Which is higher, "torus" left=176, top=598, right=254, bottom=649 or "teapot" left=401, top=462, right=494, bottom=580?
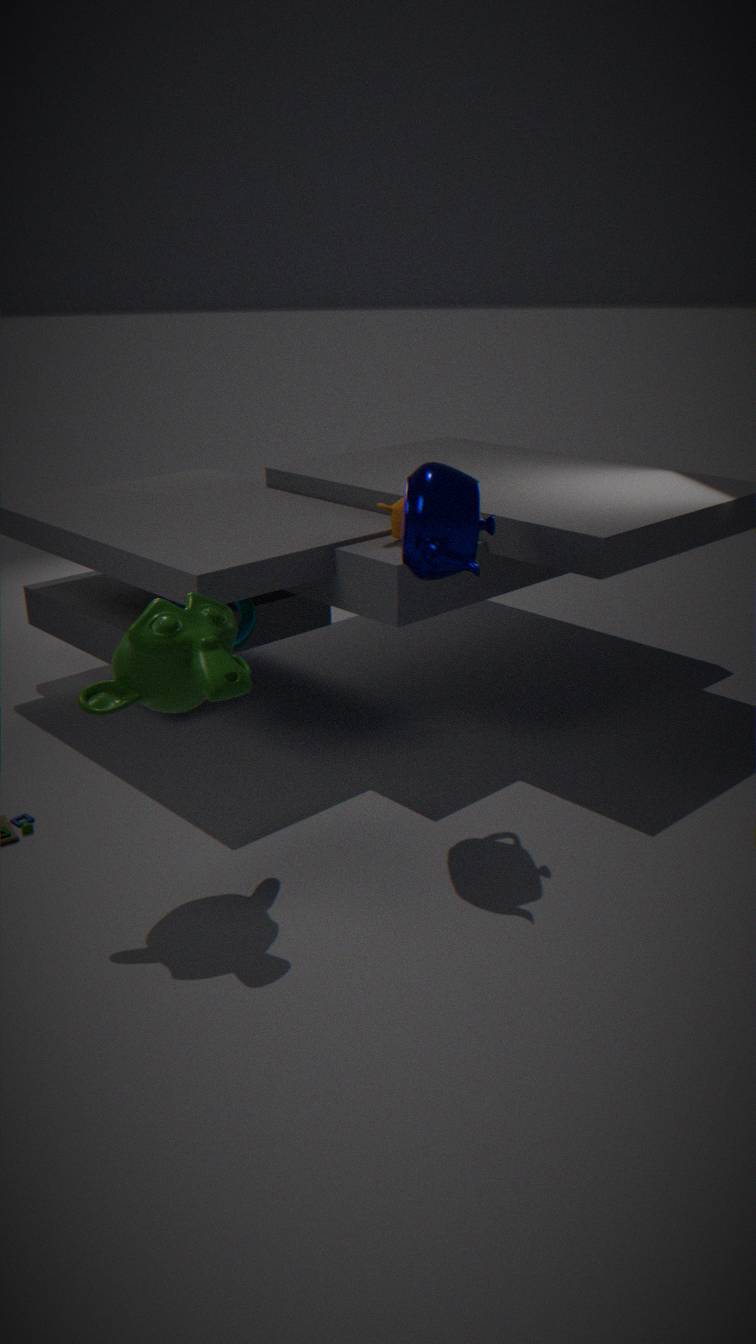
"teapot" left=401, top=462, right=494, bottom=580
